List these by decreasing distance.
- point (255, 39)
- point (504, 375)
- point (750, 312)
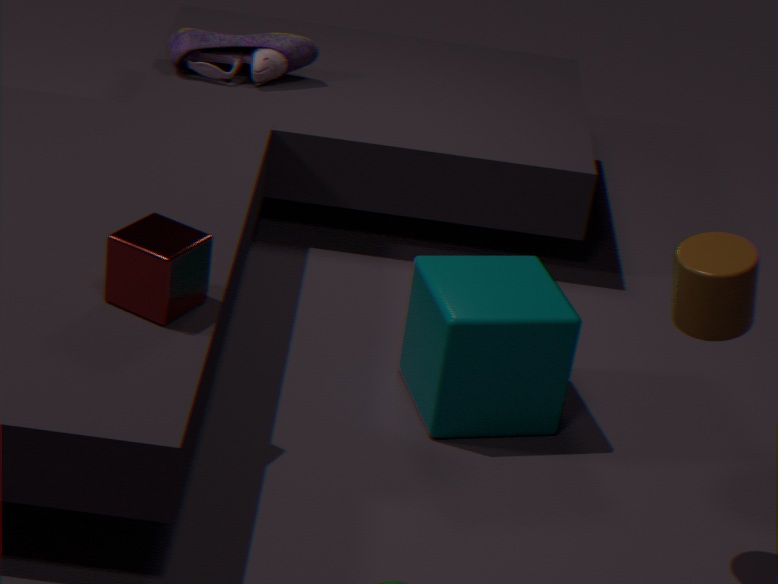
point (255, 39) < point (504, 375) < point (750, 312)
